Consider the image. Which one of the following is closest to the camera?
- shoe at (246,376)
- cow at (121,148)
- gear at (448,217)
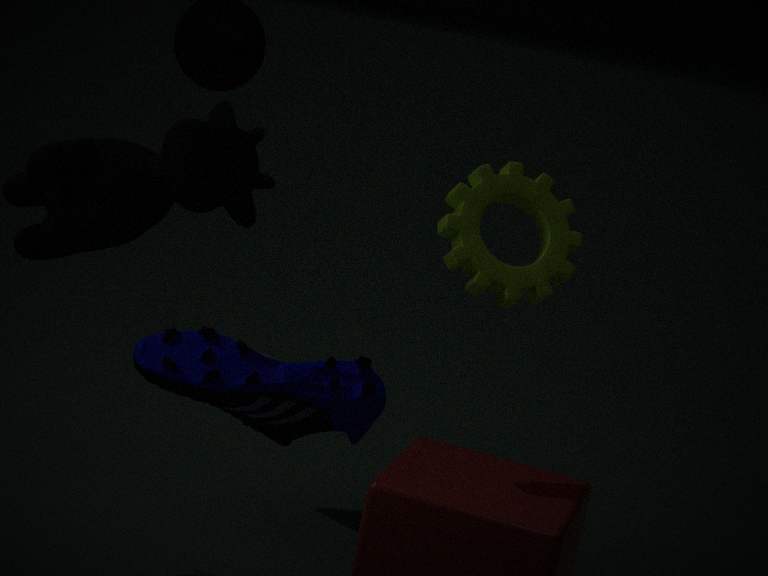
shoe at (246,376)
